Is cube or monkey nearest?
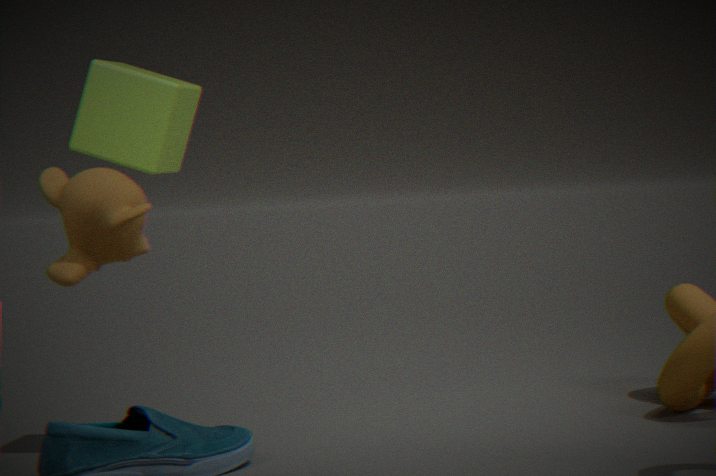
monkey
